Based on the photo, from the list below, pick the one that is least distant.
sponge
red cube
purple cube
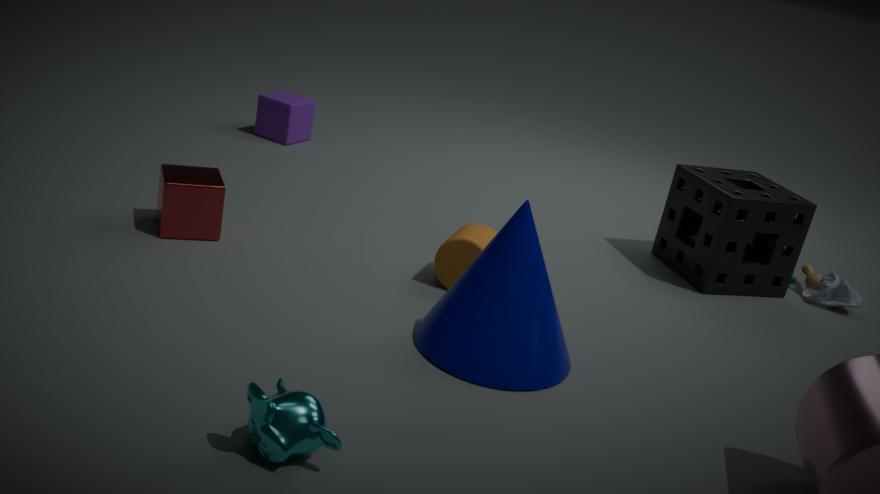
red cube
